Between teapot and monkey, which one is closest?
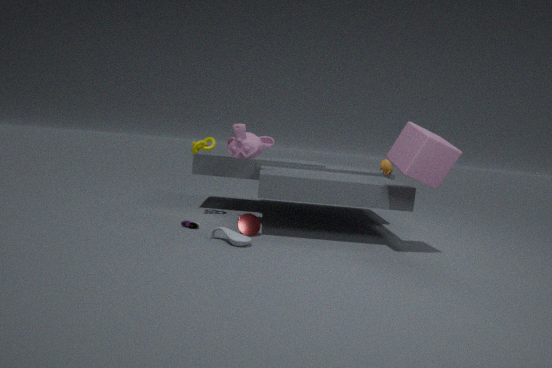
monkey
